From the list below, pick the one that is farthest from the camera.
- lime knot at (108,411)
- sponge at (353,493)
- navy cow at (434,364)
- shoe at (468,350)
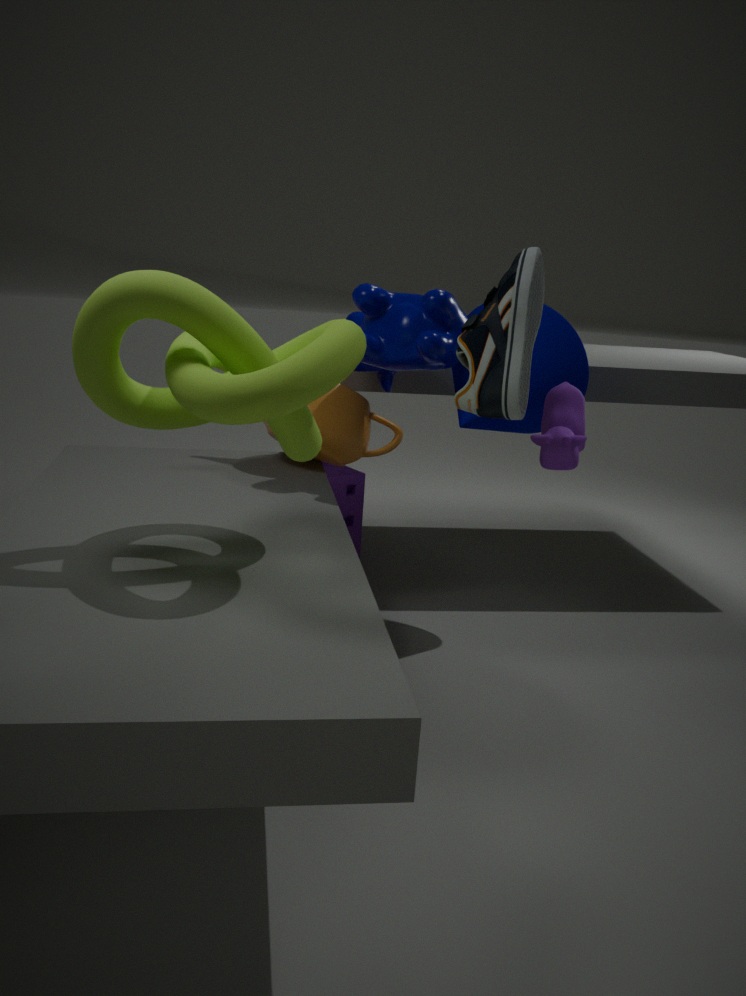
sponge at (353,493)
